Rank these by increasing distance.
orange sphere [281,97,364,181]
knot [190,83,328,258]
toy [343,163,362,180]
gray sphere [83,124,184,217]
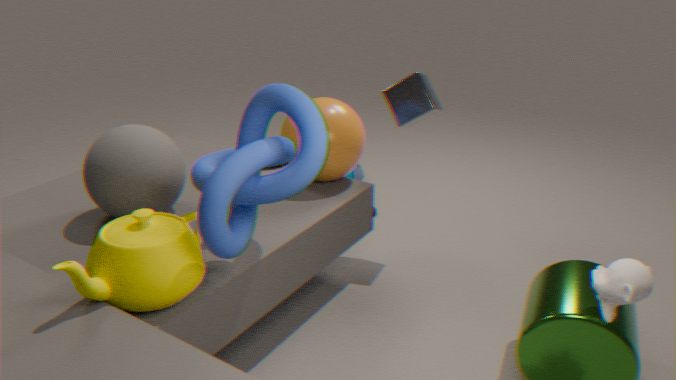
knot [190,83,328,258] < gray sphere [83,124,184,217] < orange sphere [281,97,364,181] < toy [343,163,362,180]
